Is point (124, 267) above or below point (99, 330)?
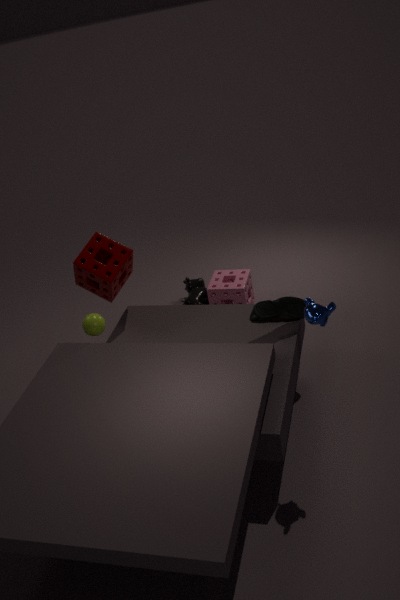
above
